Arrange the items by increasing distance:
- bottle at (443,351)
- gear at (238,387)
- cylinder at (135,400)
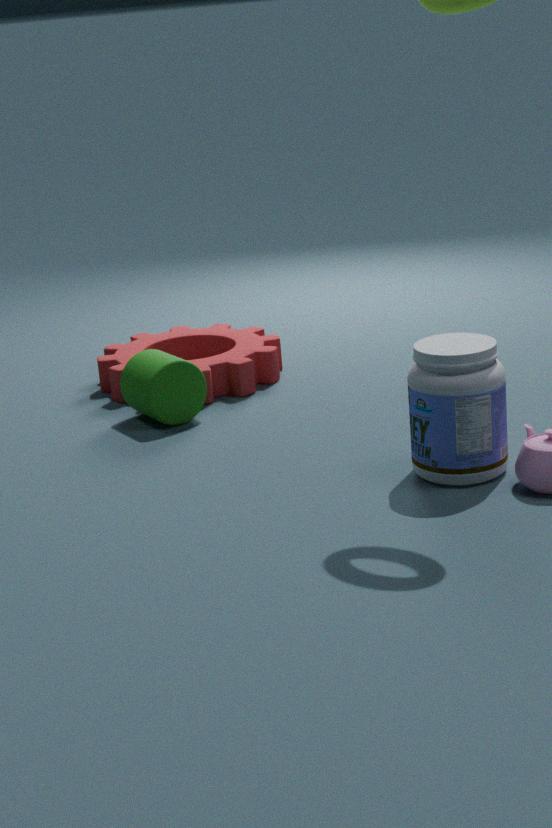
bottle at (443,351)
cylinder at (135,400)
gear at (238,387)
